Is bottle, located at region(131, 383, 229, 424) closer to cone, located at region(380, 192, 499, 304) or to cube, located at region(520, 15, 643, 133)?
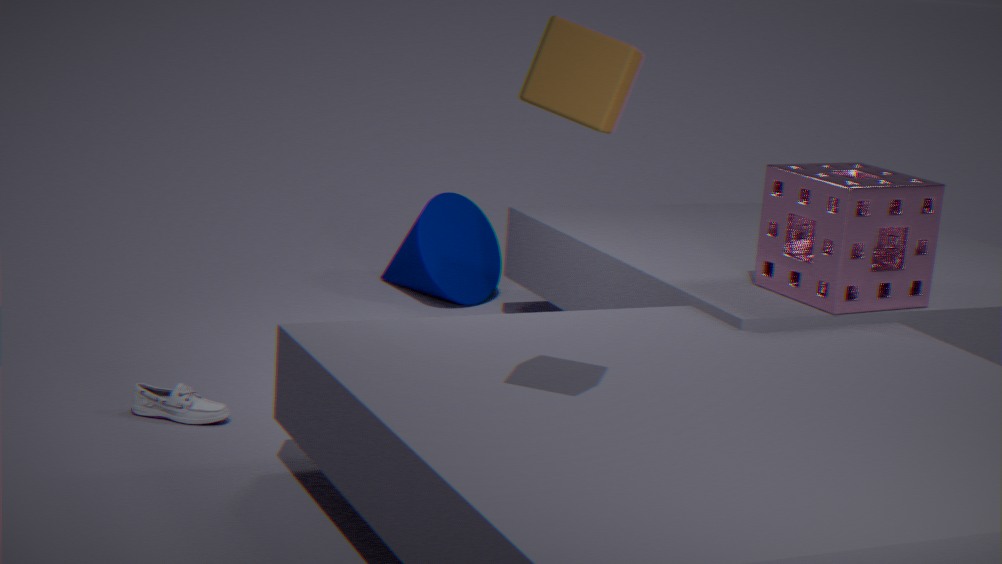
cone, located at region(380, 192, 499, 304)
